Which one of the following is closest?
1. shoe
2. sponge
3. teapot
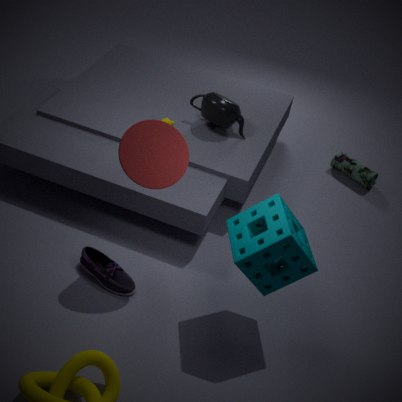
sponge
